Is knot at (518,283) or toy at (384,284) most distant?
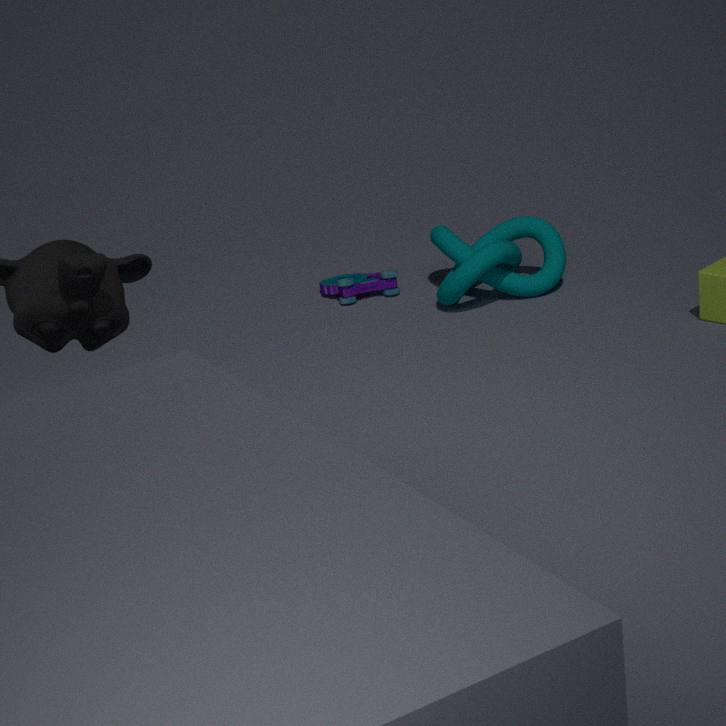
toy at (384,284)
